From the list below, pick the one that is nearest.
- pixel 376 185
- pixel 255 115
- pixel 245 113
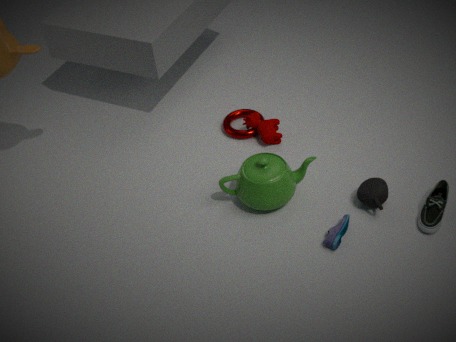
pixel 376 185
